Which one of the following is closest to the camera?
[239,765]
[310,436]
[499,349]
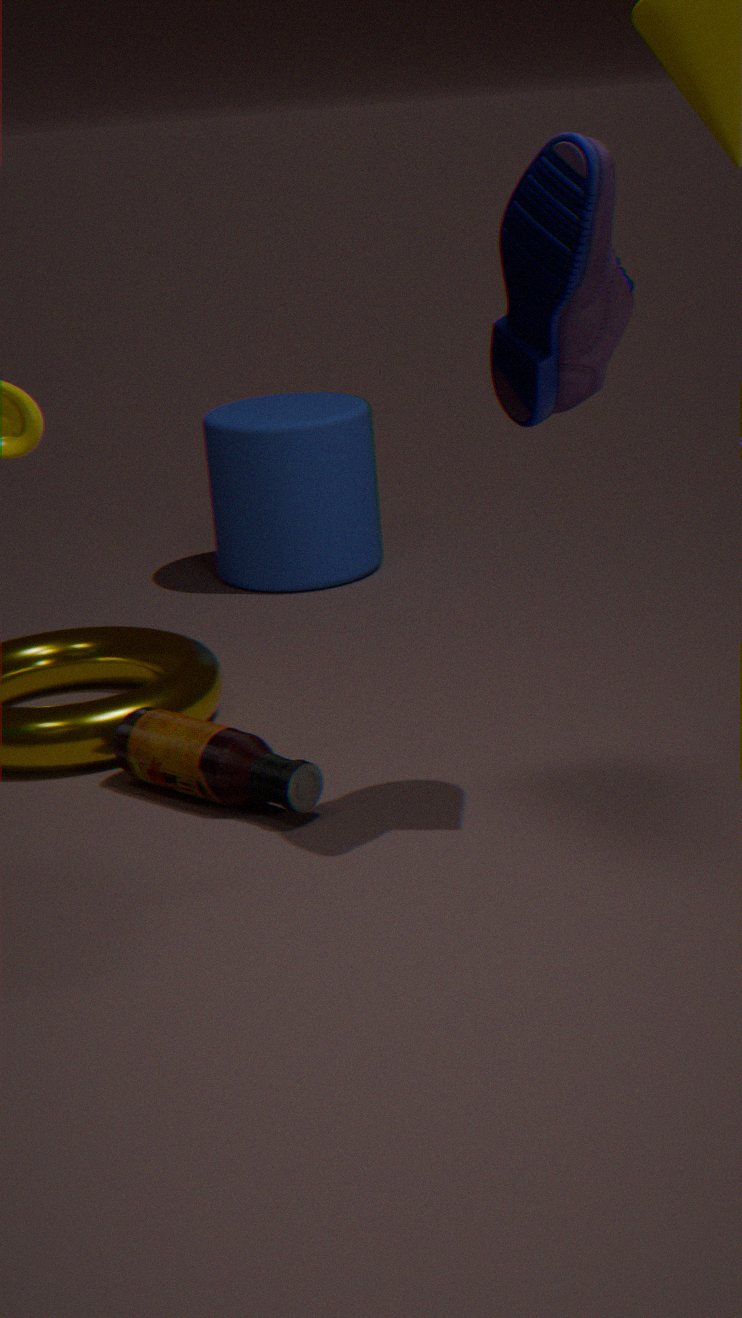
[499,349]
